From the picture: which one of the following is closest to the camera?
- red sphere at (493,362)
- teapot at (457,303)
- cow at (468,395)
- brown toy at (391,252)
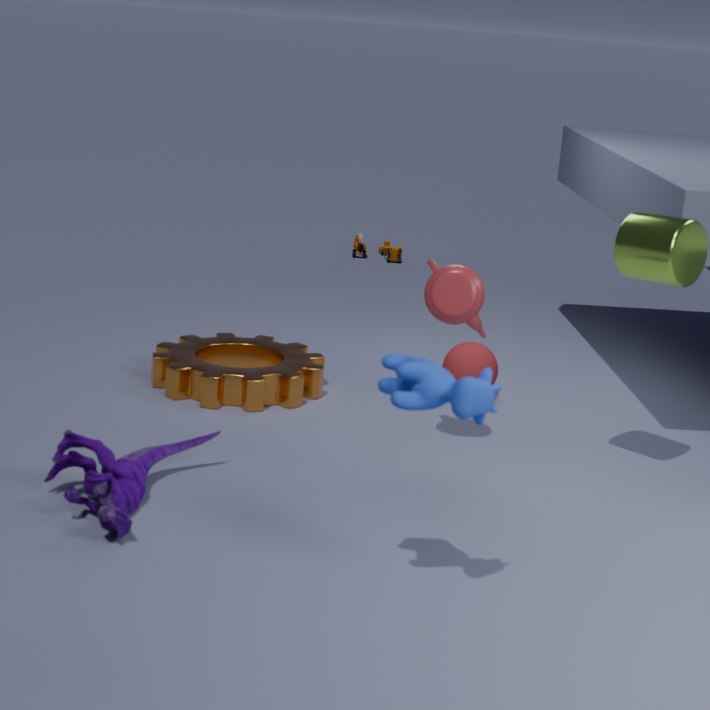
cow at (468,395)
